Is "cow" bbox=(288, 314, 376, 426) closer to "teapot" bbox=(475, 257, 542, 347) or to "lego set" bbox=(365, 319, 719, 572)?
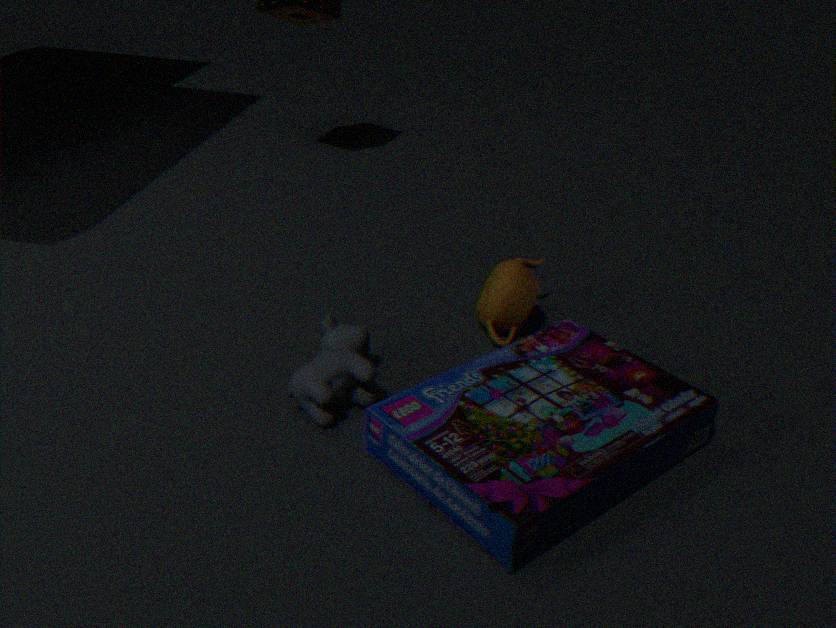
"lego set" bbox=(365, 319, 719, 572)
